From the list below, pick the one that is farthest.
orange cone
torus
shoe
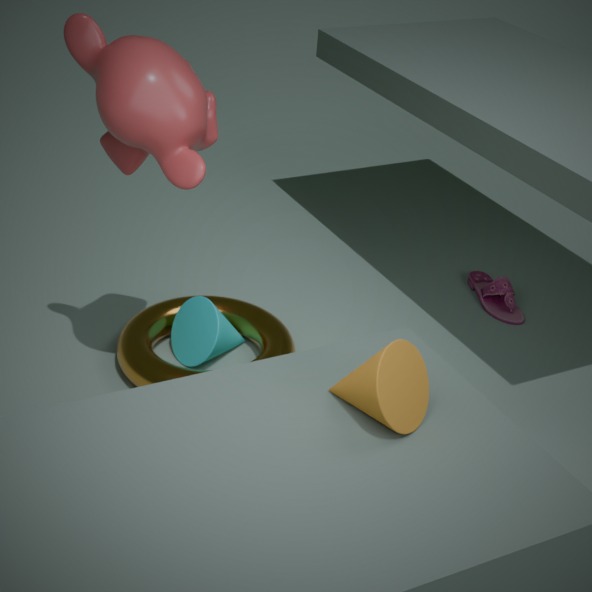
shoe
